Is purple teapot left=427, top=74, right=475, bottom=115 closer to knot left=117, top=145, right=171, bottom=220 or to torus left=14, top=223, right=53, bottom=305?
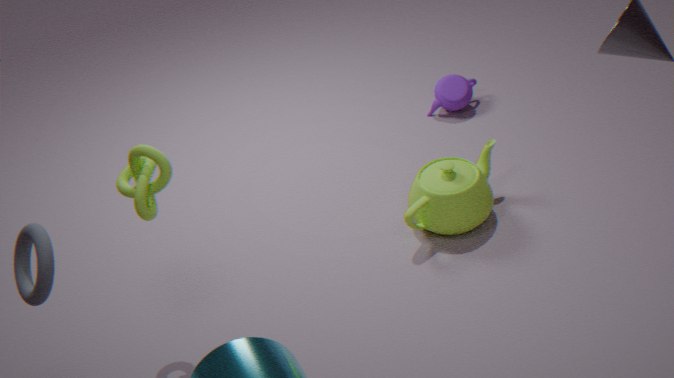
knot left=117, top=145, right=171, bottom=220
